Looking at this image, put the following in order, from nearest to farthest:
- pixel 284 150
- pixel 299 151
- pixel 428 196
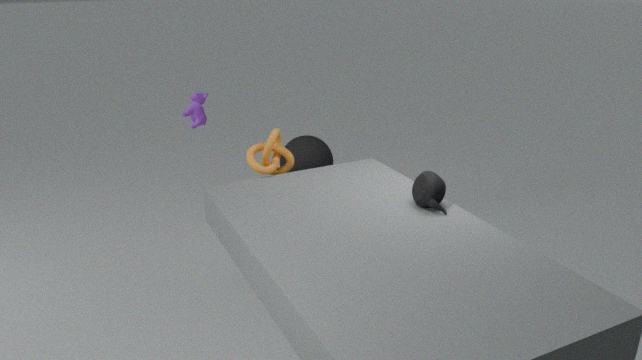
pixel 428 196 → pixel 284 150 → pixel 299 151
